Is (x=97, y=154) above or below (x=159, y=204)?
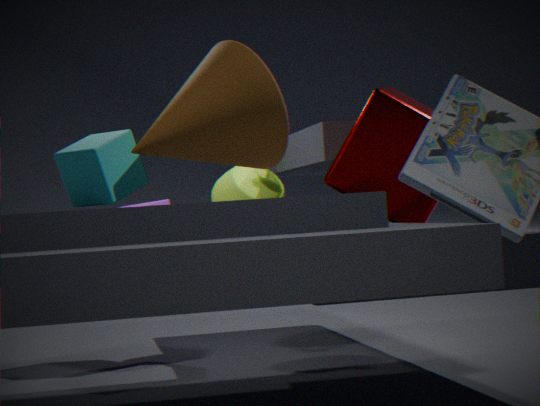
above
